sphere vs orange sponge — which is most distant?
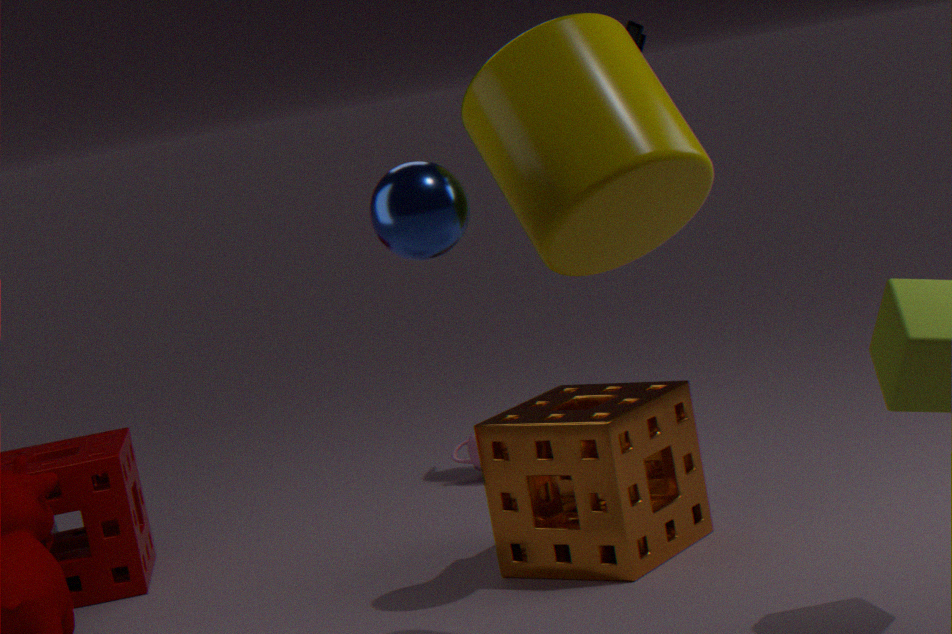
orange sponge
